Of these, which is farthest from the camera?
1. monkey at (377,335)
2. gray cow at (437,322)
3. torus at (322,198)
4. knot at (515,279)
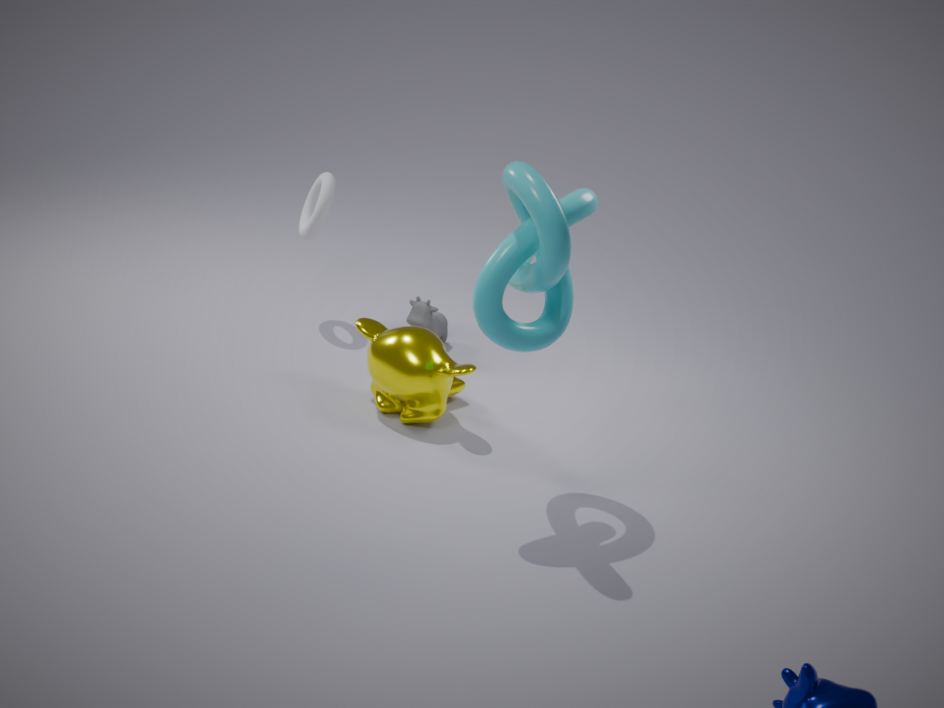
gray cow at (437,322)
